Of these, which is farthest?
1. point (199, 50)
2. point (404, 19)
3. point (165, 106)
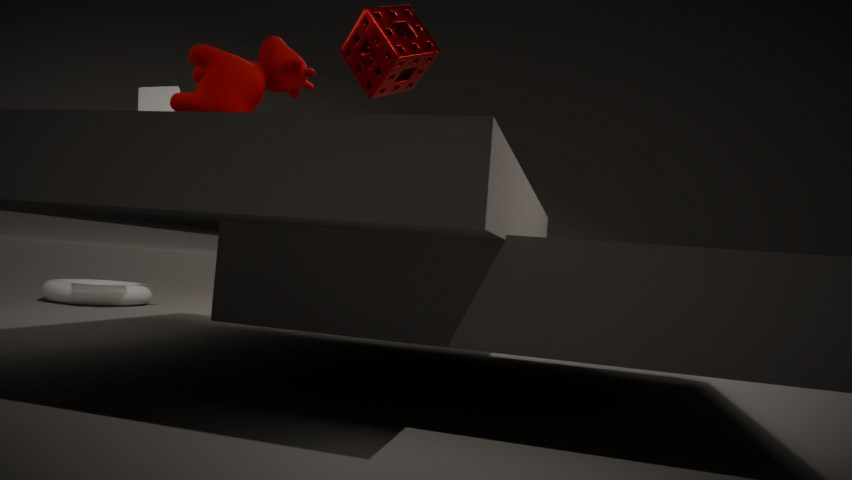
point (165, 106)
